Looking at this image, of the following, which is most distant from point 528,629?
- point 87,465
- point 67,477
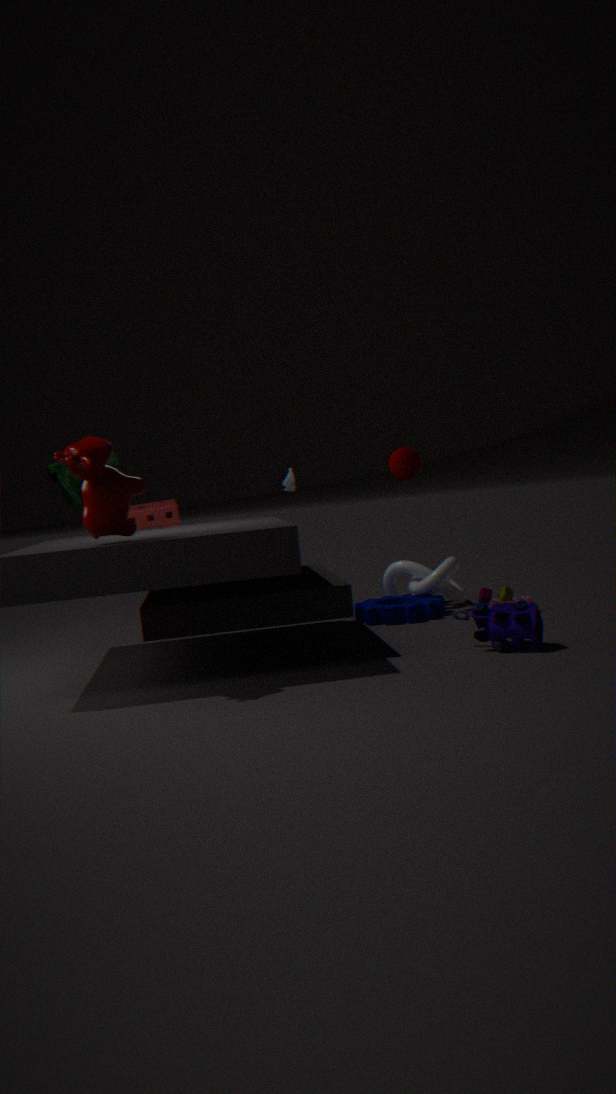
point 67,477
